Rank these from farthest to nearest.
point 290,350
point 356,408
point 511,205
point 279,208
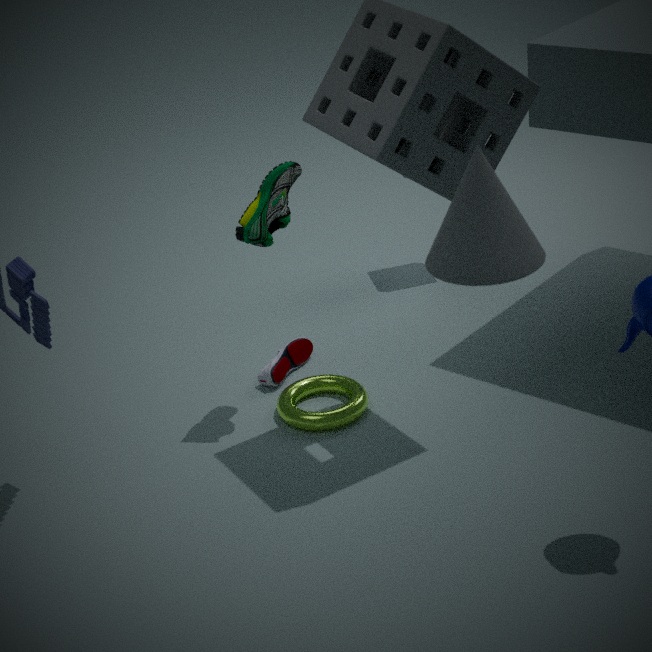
point 290,350
point 356,408
point 279,208
point 511,205
